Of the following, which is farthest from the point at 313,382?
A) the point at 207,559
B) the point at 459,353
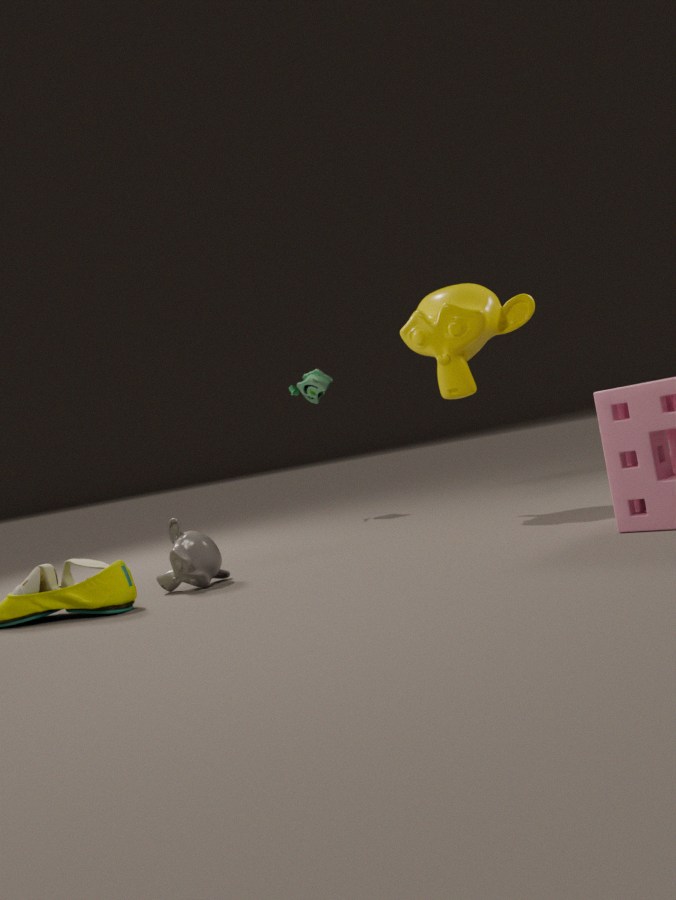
the point at 207,559
